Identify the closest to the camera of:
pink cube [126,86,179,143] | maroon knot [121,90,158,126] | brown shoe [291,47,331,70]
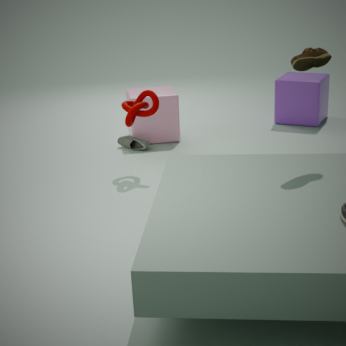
brown shoe [291,47,331,70]
